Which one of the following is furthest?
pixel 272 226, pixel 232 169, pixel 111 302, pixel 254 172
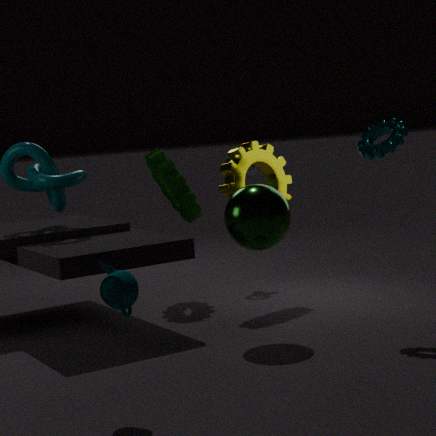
pixel 254 172
